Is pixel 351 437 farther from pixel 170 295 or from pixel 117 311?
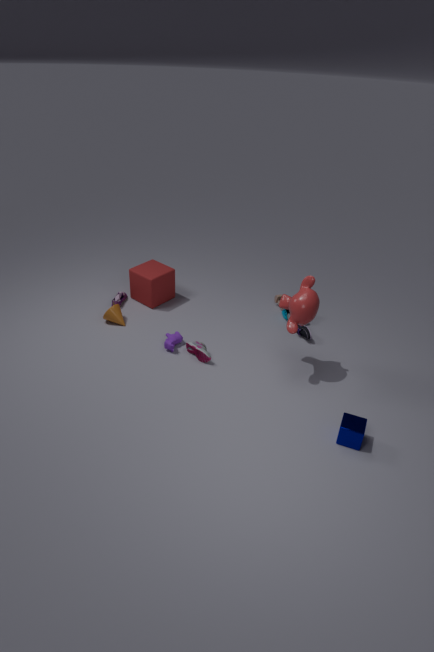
pixel 170 295
